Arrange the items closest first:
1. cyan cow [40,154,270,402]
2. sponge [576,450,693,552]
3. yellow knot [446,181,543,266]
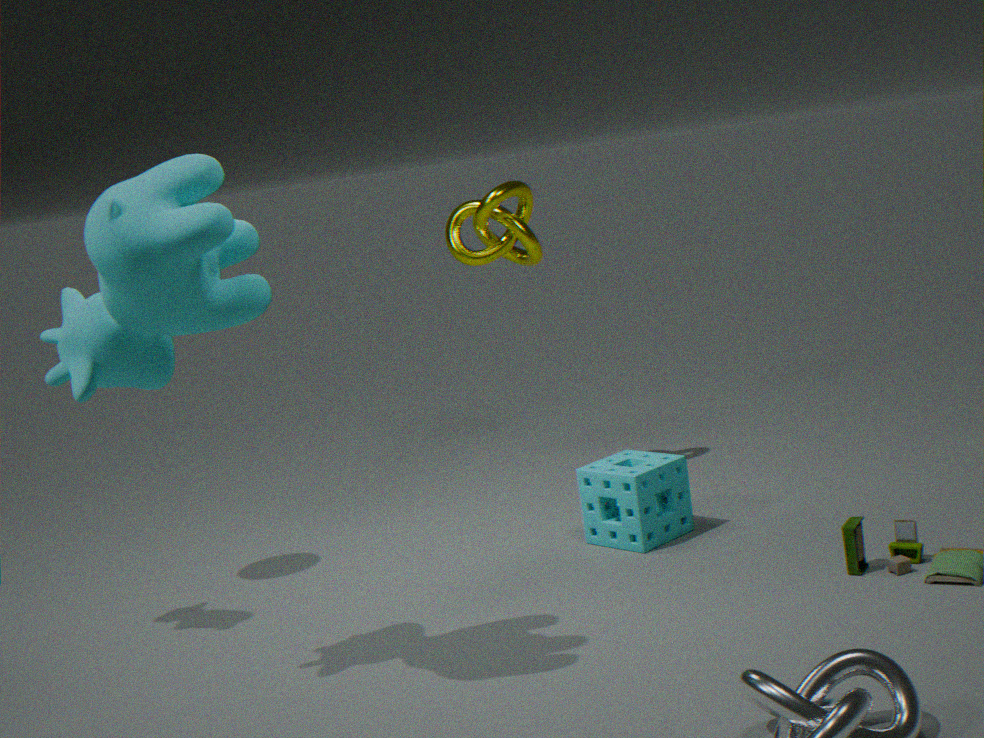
1. cyan cow [40,154,270,402]
2. sponge [576,450,693,552]
3. yellow knot [446,181,543,266]
